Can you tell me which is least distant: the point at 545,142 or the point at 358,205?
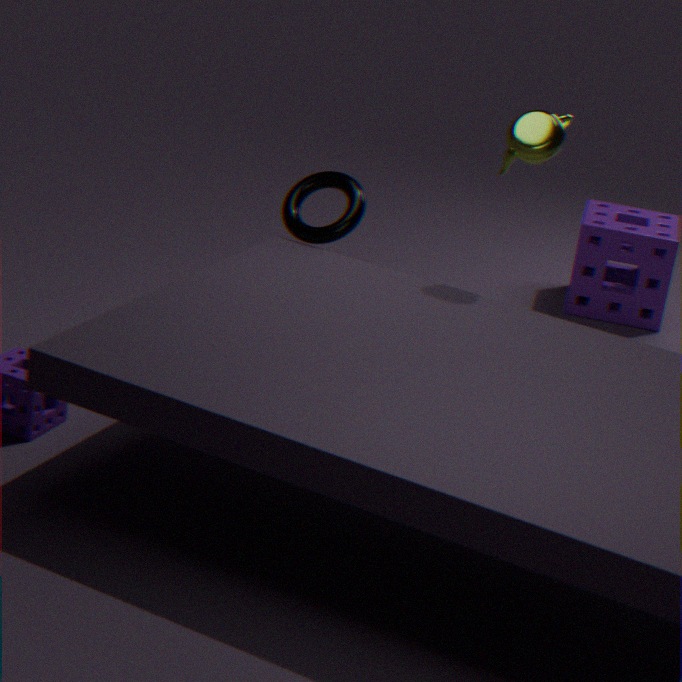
the point at 545,142
